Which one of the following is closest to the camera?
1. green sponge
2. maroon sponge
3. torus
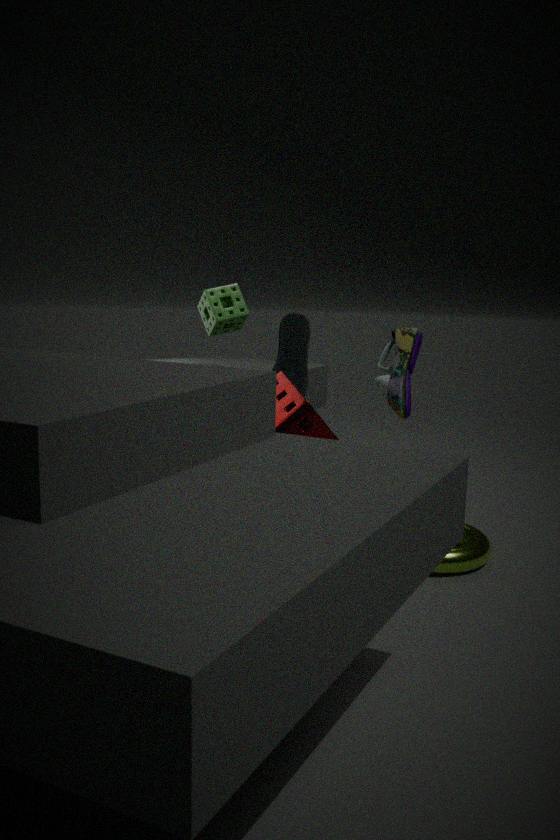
maroon sponge
